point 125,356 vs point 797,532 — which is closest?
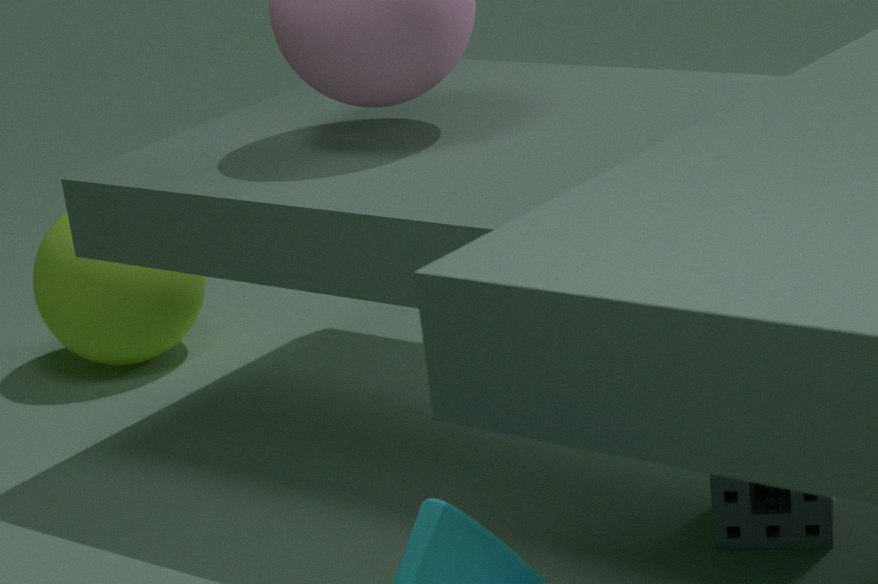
point 797,532
